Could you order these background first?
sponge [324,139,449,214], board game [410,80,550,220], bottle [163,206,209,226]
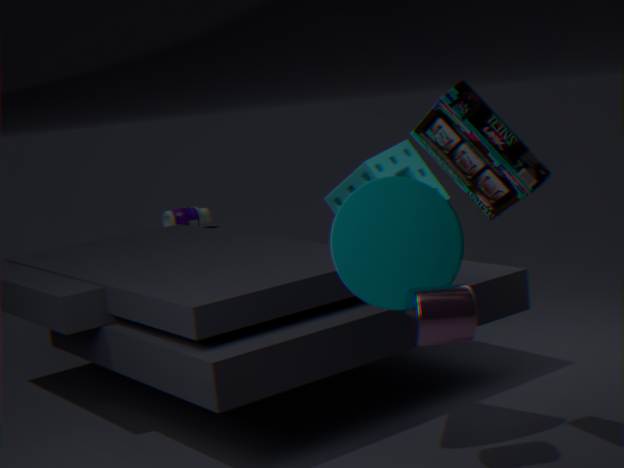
1. bottle [163,206,209,226]
2. sponge [324,139,449,214]
3. board game [410,80,550,220]
